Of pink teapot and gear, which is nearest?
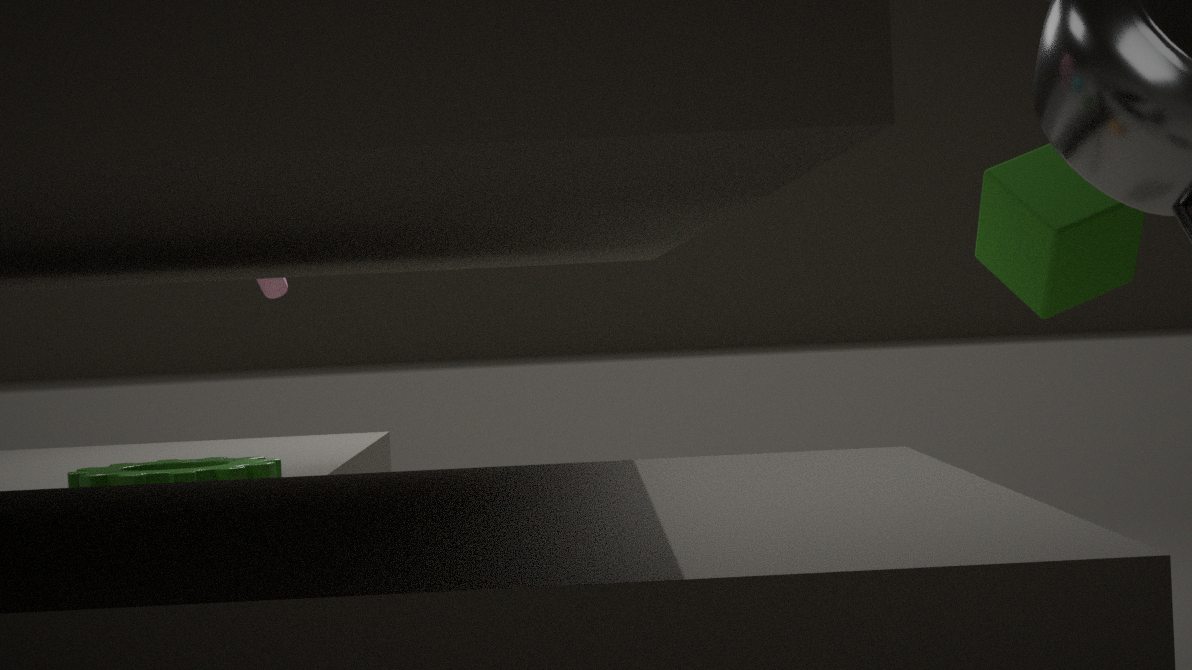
gear
